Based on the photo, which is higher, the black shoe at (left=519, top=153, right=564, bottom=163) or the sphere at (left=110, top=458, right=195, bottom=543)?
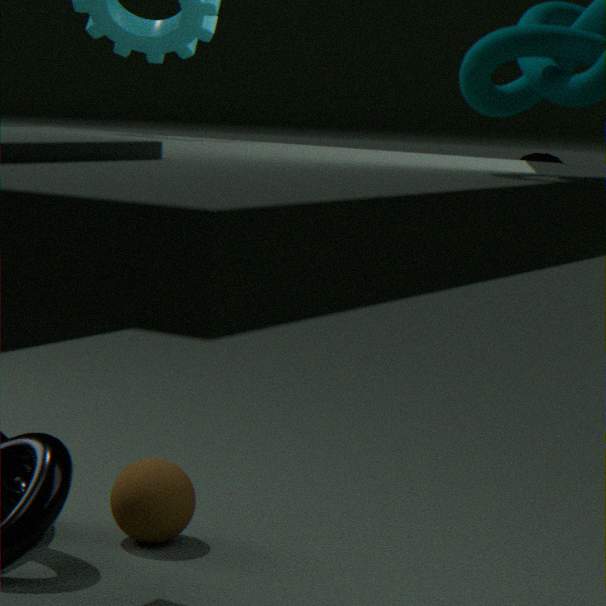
the black shoe at (left=519, top=153, right=564, bottom=163)
